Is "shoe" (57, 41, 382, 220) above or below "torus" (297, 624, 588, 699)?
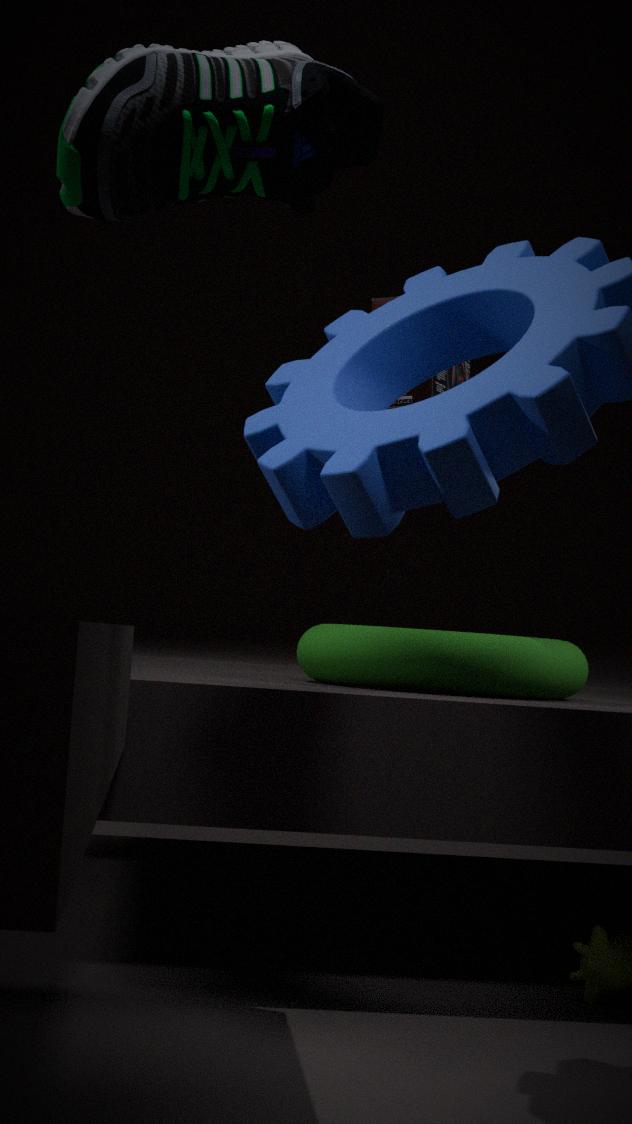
above
